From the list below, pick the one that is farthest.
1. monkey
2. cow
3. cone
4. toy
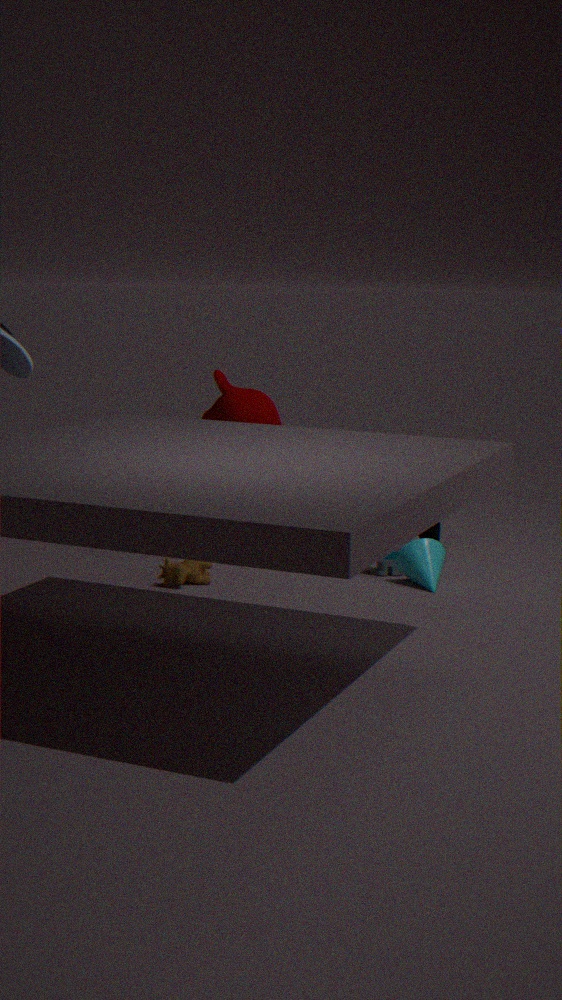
monkey
